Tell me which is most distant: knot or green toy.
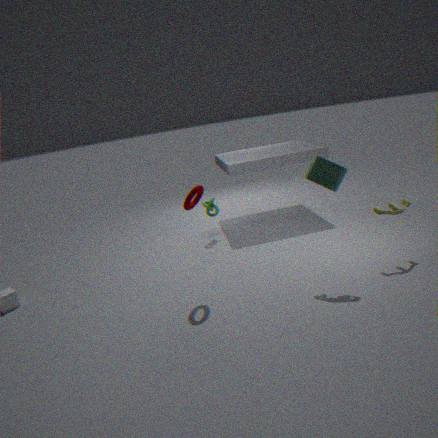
knot
